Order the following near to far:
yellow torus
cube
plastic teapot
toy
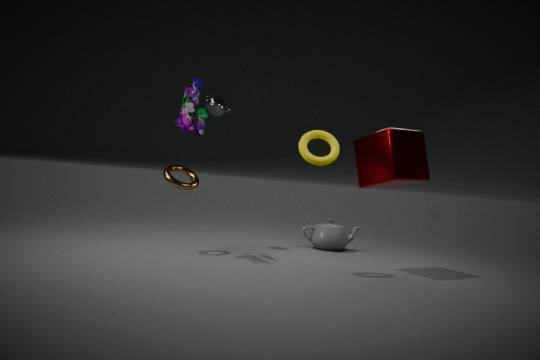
1. yellow torus
2. cube
3. toy
4. plastic teapot
